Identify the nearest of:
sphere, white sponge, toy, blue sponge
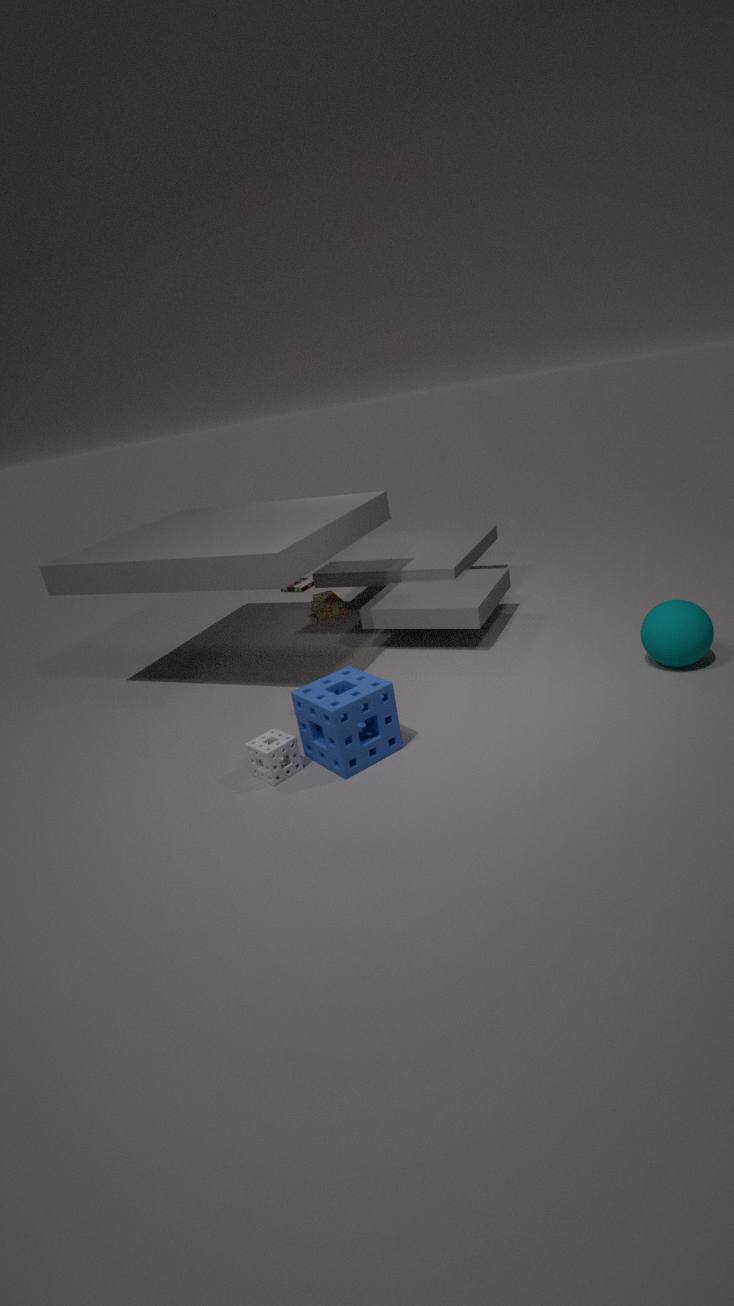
blue sponge
